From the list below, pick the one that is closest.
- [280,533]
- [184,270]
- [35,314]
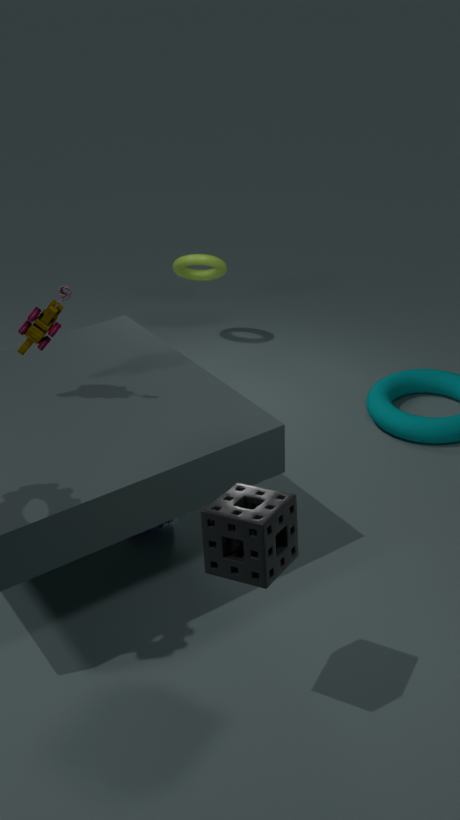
[280,533]
